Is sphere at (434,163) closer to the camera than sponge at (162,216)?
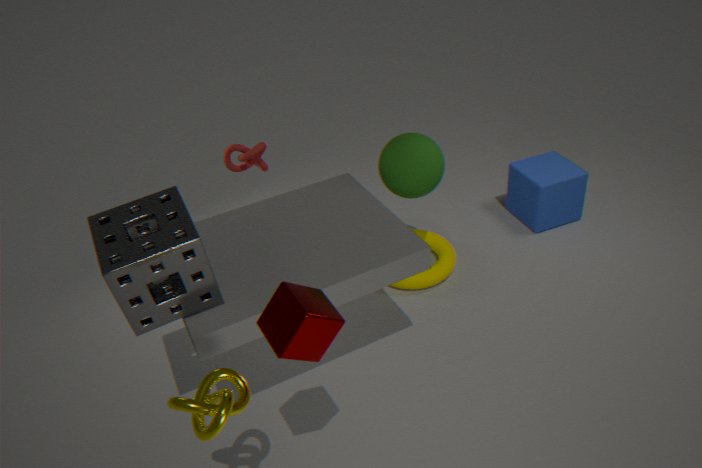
No
